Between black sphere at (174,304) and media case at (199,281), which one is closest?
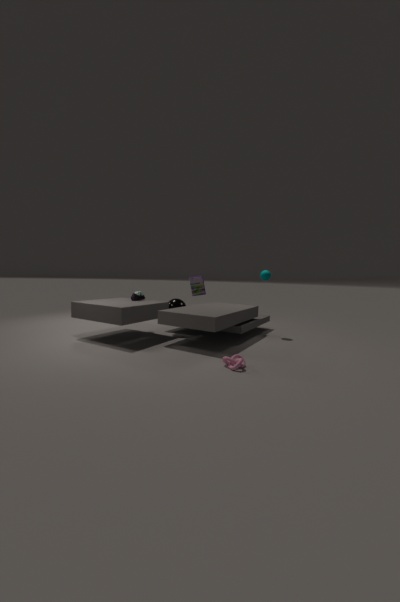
black sphere at (174,304)
